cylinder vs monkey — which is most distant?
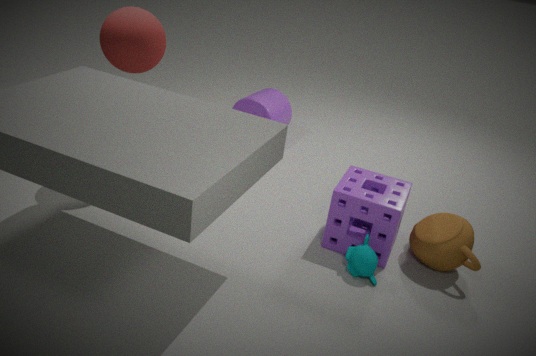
cylinder
